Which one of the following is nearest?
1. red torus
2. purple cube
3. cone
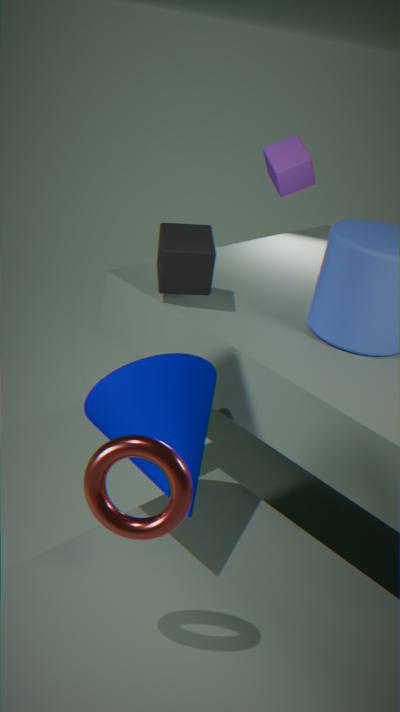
red torus
